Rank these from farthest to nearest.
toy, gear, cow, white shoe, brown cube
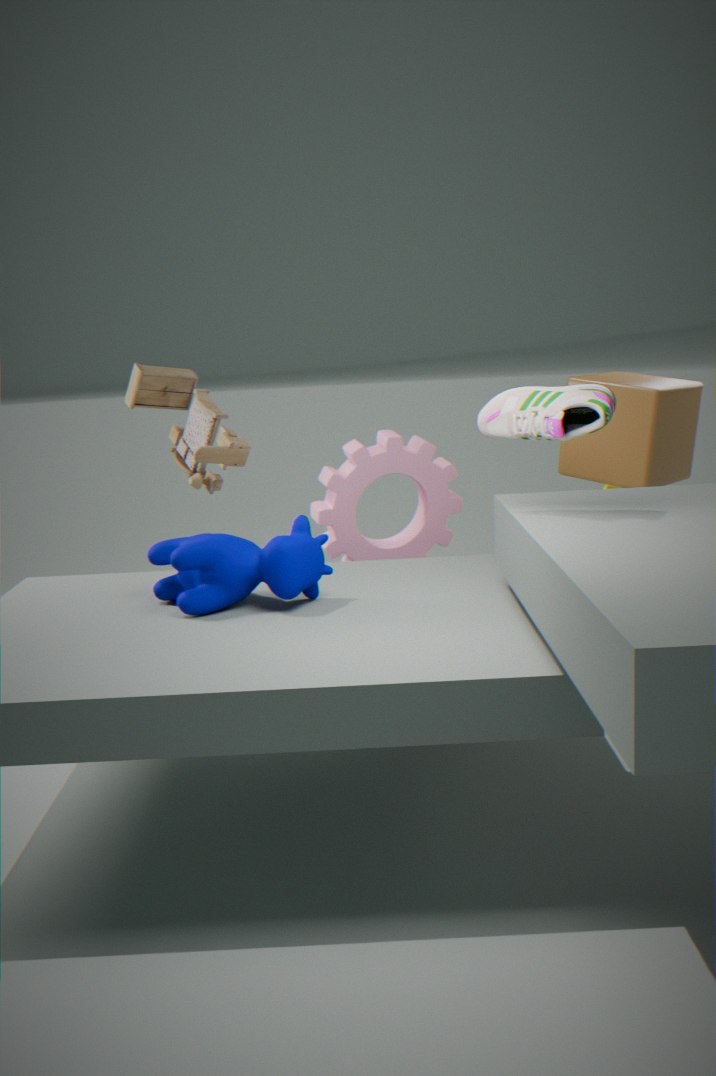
1. toy
2. gear
3. brown cube
4. cow
5. white shoe
